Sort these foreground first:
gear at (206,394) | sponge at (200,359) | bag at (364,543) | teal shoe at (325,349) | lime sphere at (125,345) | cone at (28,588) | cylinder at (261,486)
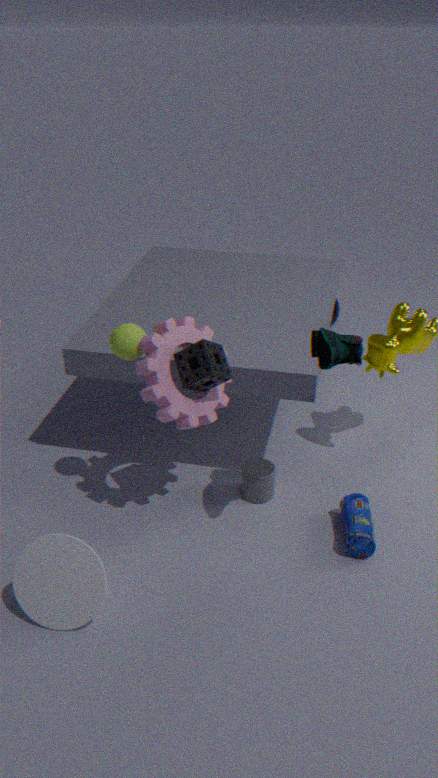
1. teal shoe at (325,349)
2. cone at (28,588)
3. gear at (206,394)
4. sponge at (200,359)
5. lime sphere at (125,345)
6. bag at (364,543)
7. cylinder at (261,486)
